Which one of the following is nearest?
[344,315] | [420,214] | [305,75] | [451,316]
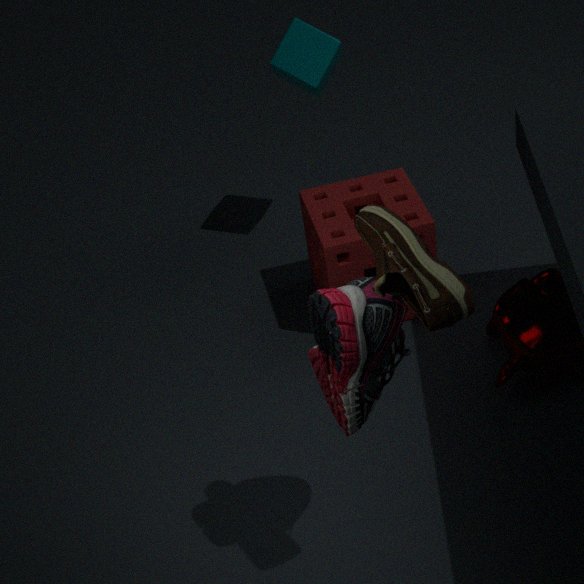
[451,316]
